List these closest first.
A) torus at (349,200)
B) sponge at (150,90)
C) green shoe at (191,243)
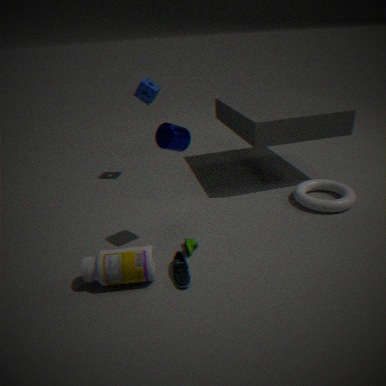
1. green shoe at (191,243)
2. torus at (349,200)
3. sponge at (150,90)
